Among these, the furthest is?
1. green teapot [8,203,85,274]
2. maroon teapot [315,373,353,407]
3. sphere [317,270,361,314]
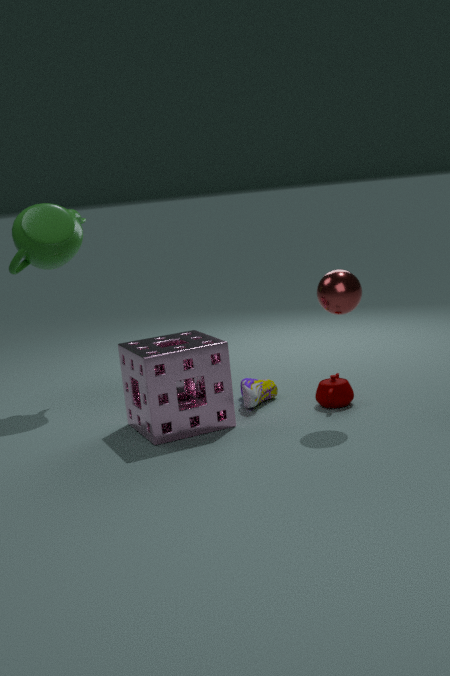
green teapot [8,203,85,274]
